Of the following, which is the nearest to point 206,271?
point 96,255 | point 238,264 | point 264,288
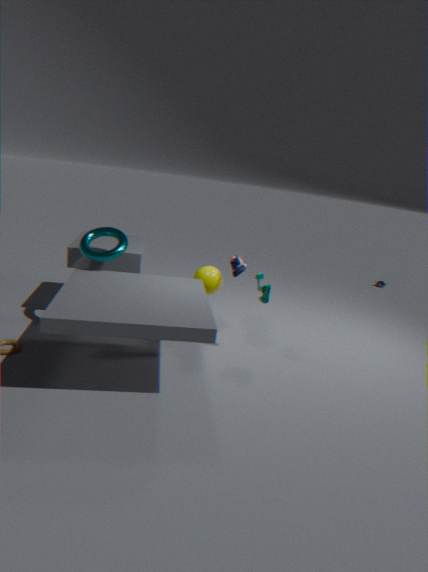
point 238,264
